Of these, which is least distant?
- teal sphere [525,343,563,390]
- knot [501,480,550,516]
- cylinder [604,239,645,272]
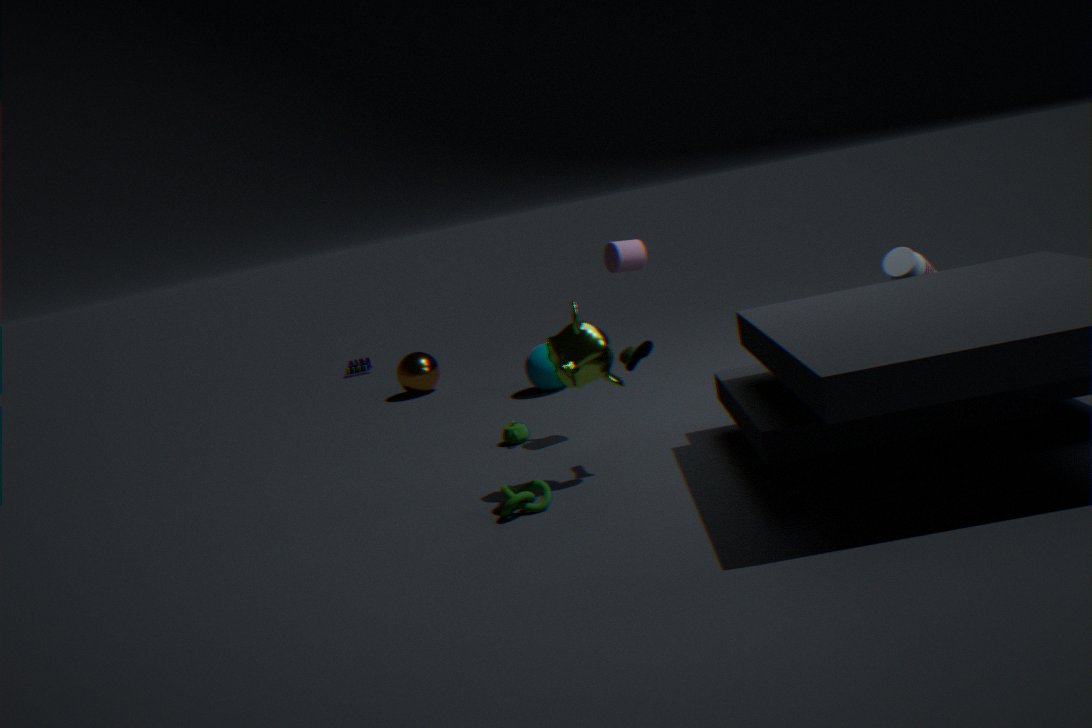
knot [501,480,550,516]
